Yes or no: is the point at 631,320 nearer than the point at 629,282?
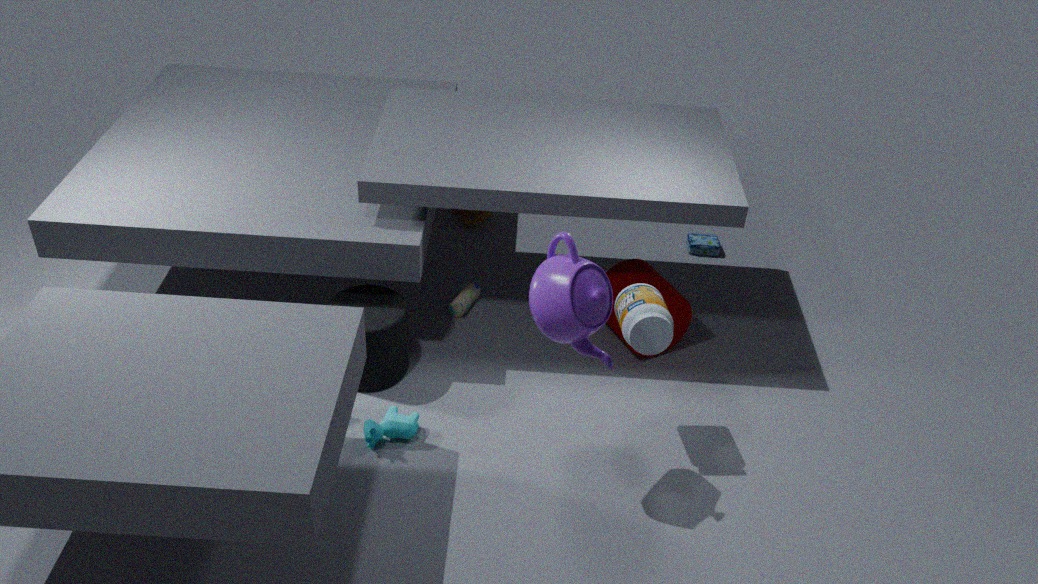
Yes
